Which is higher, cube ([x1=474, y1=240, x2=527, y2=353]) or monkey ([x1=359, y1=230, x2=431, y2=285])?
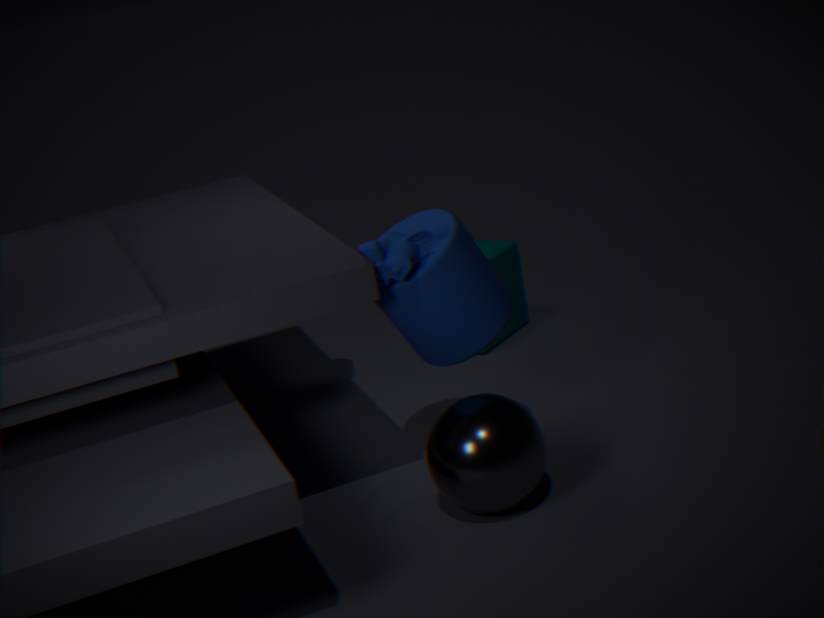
monkey ([x1=359, y1=230, x2=431, y2=285])
